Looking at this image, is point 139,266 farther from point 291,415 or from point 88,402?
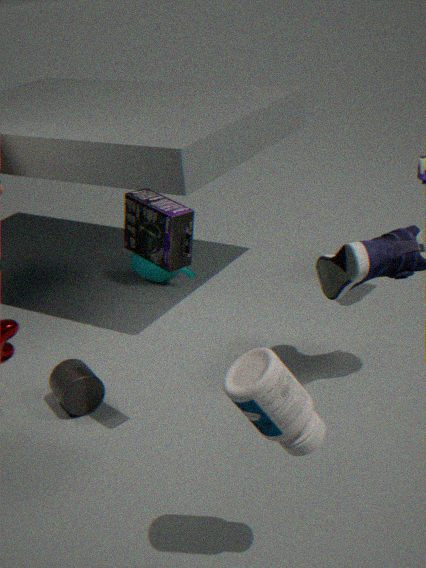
point 291,415
